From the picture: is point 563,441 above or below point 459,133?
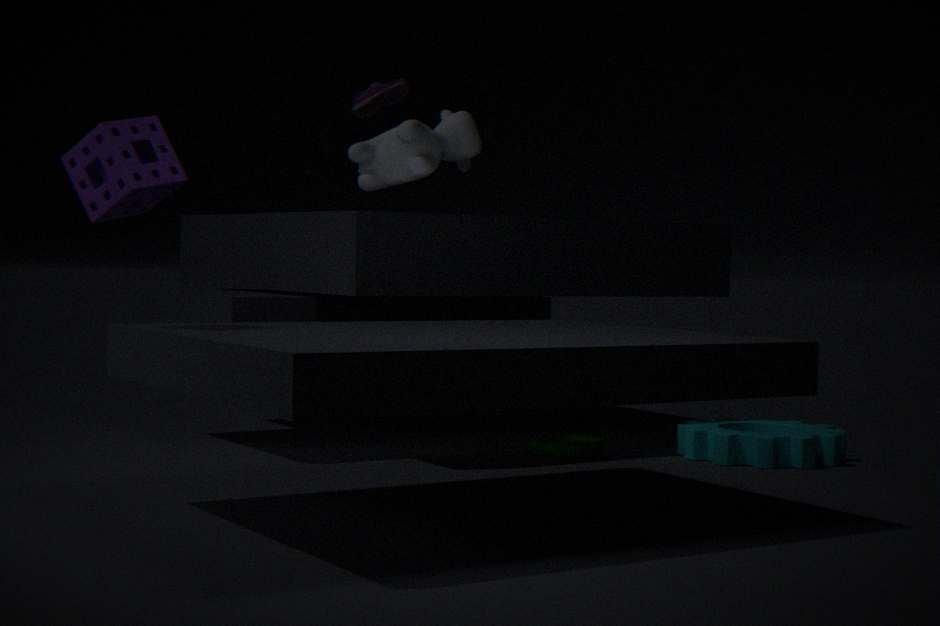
below
